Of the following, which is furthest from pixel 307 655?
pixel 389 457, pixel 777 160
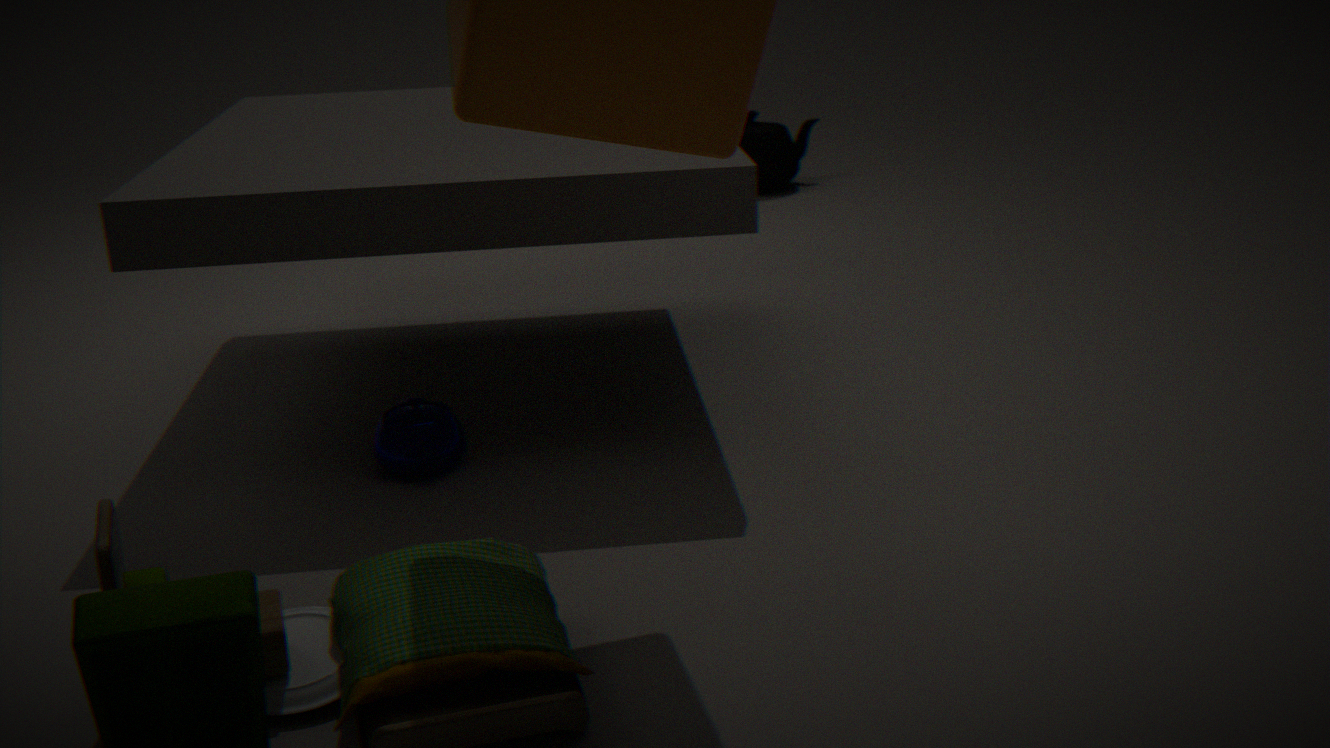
pixel 777 160
